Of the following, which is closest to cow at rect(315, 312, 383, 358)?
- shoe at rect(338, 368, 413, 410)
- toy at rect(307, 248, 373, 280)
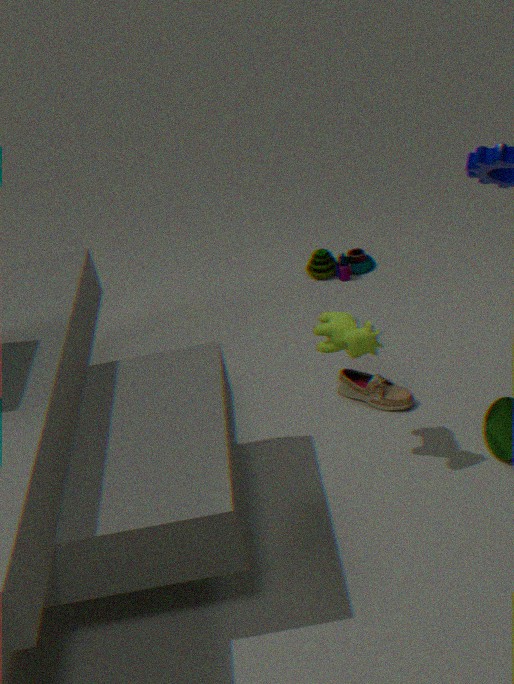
shoe at rect(338, 368, 413, 410)
